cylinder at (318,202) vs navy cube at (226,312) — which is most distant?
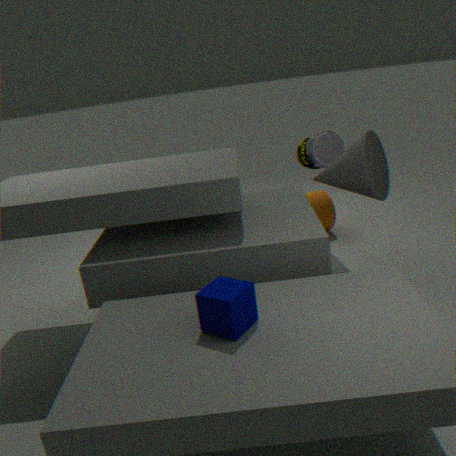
cylinder at (318,202)
